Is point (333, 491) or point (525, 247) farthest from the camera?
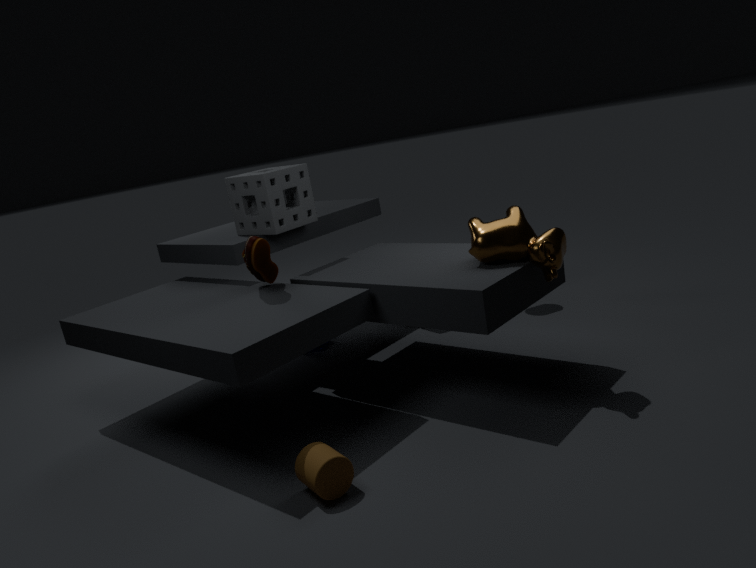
point (525, 247)
